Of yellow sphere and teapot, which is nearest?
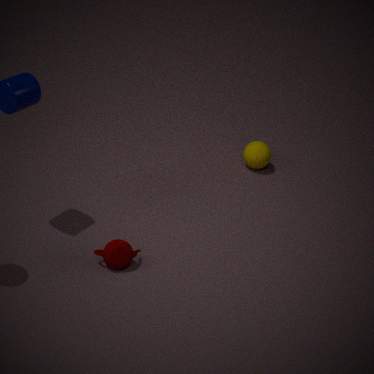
teapot
